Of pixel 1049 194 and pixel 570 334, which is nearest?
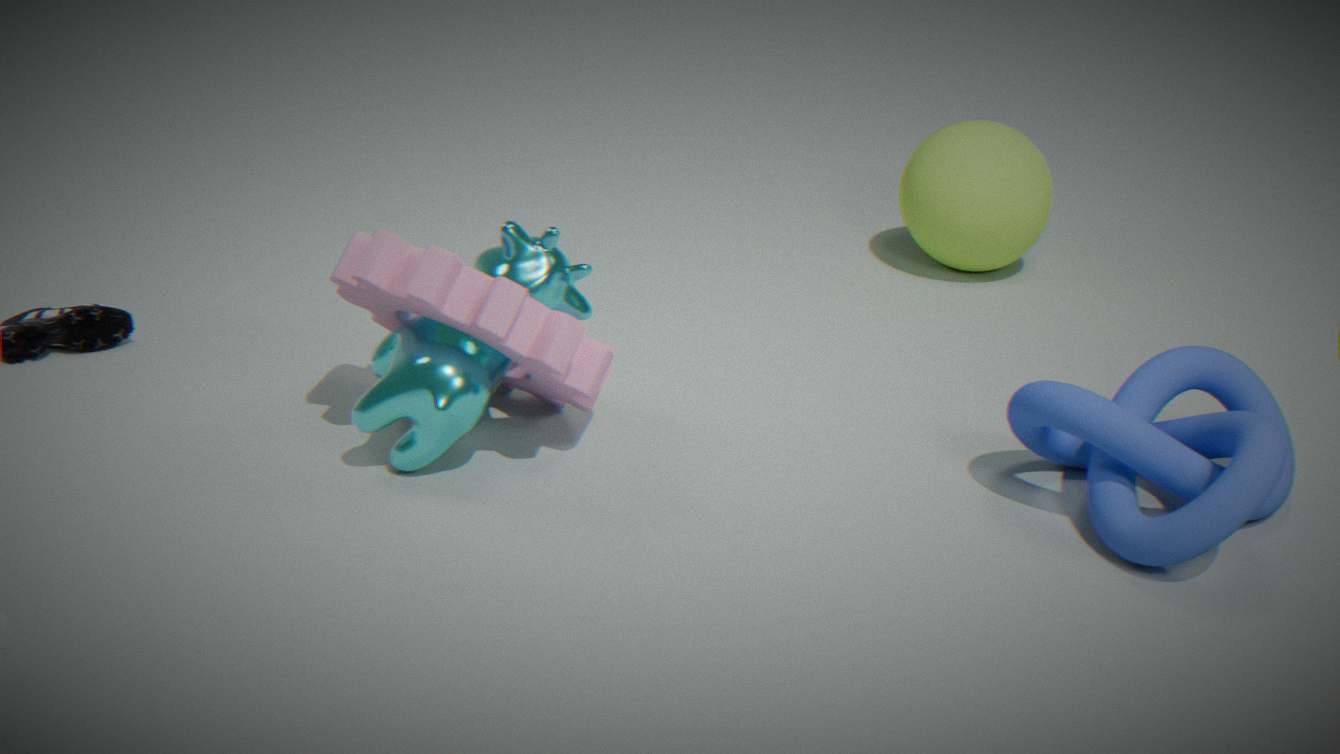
pixel 570 334
